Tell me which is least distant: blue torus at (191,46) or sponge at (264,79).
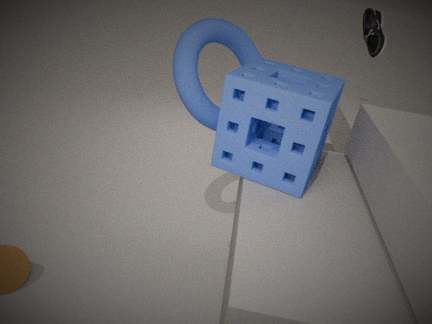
sponge at (264,79)
